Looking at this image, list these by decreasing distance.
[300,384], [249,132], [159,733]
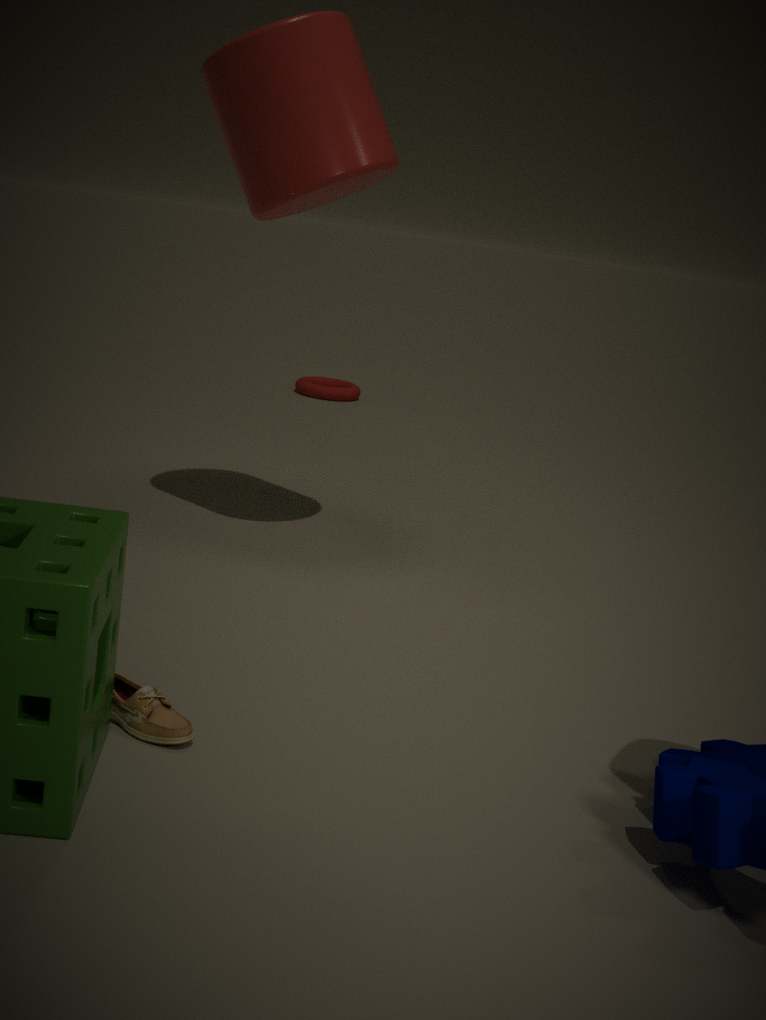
1. [300,384]
2. [249,132]
3. [159,733]
